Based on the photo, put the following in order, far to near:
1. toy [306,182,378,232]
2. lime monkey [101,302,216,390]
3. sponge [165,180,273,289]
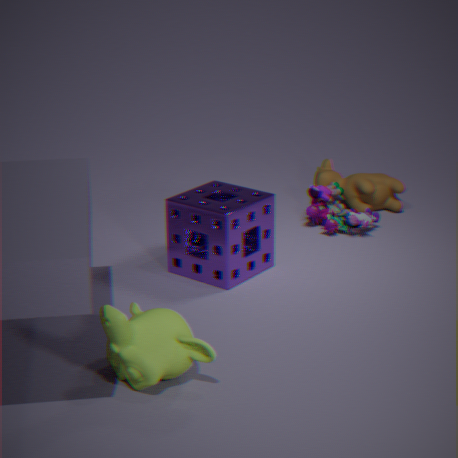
toy [306,182,378,232] < sponge [165,180,273,289] < lime monkey [101,302,216,390]
